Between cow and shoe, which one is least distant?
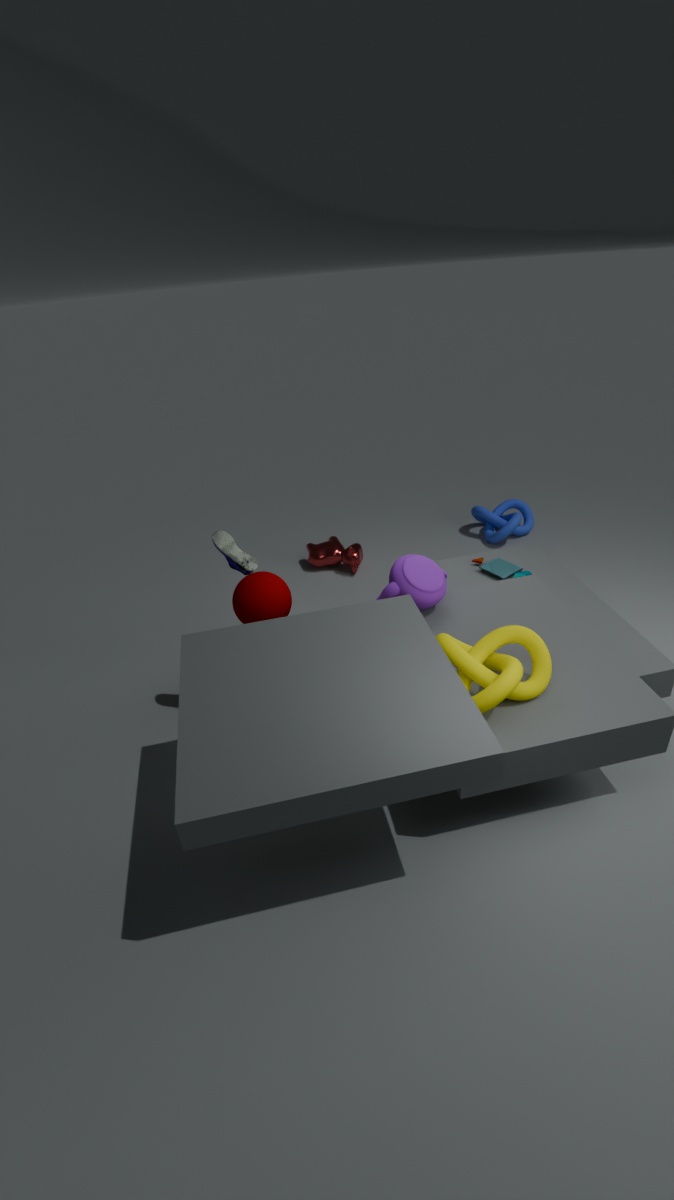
shoe
